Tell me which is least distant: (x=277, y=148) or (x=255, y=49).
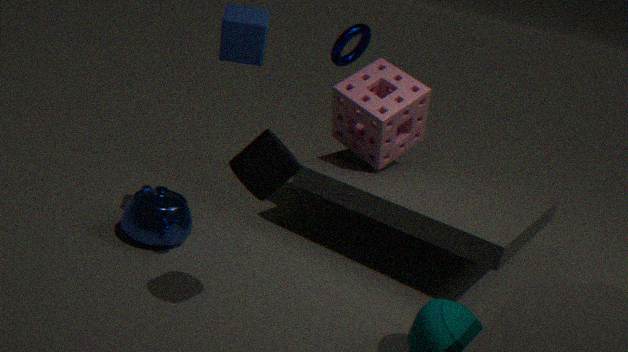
(x=277, y=148)
